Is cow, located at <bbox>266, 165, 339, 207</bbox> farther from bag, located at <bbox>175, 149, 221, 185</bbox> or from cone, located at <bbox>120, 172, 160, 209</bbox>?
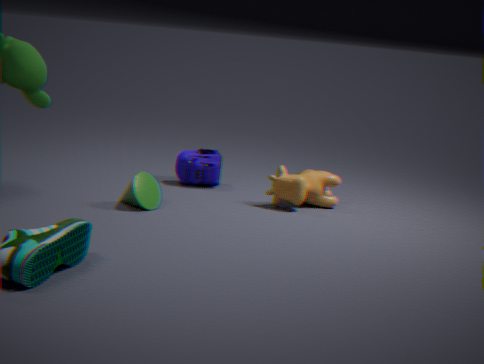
cone, located at <bbox>120, 172, 160, 209</bbox>
